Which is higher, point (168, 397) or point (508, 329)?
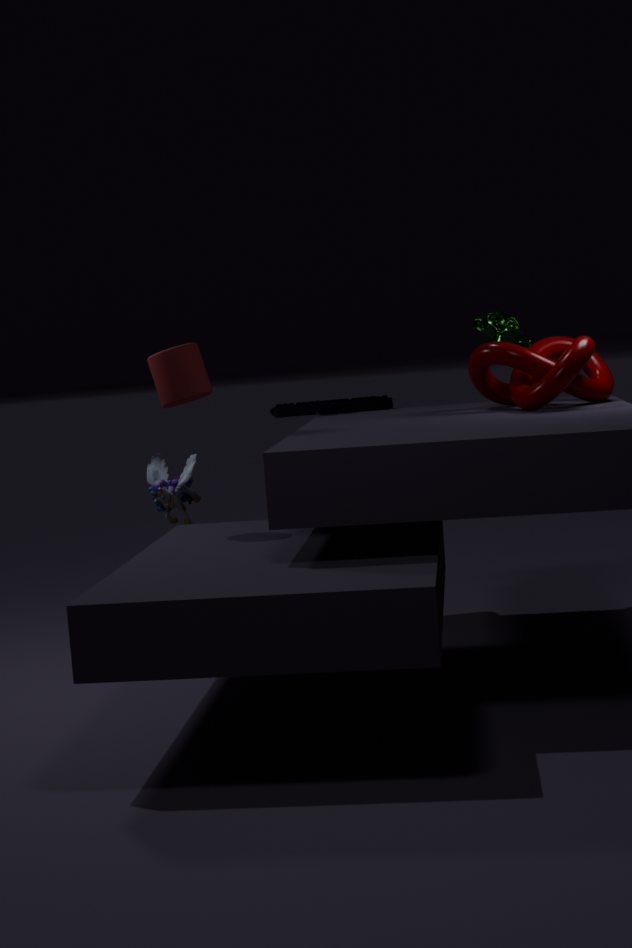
point (508, 329)
